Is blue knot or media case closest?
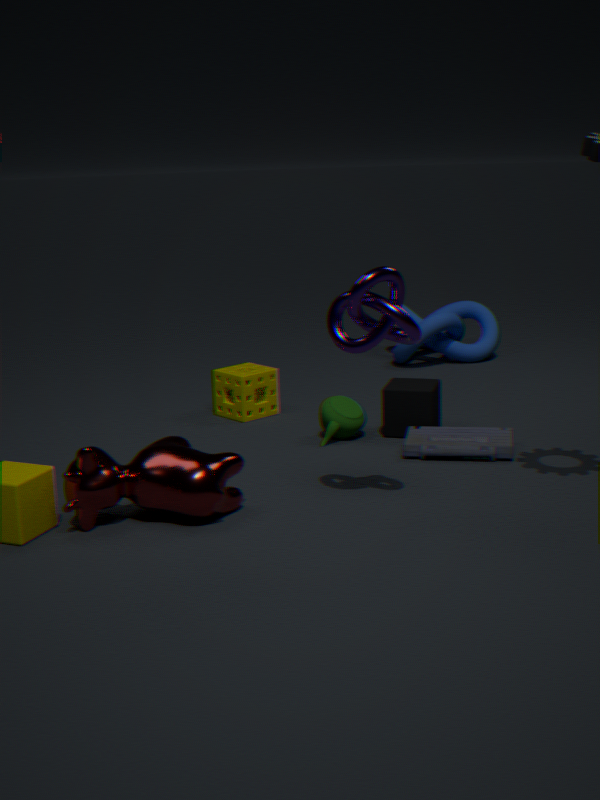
media case
